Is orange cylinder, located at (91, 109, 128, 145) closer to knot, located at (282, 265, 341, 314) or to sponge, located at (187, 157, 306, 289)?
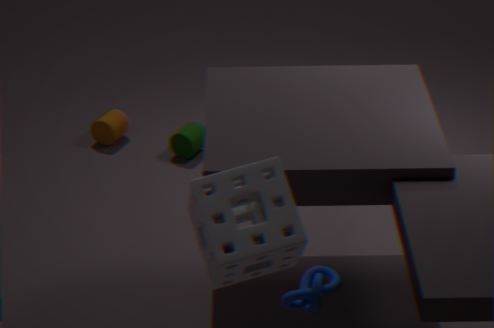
sponge, located at (187, 157, 306, 289)
